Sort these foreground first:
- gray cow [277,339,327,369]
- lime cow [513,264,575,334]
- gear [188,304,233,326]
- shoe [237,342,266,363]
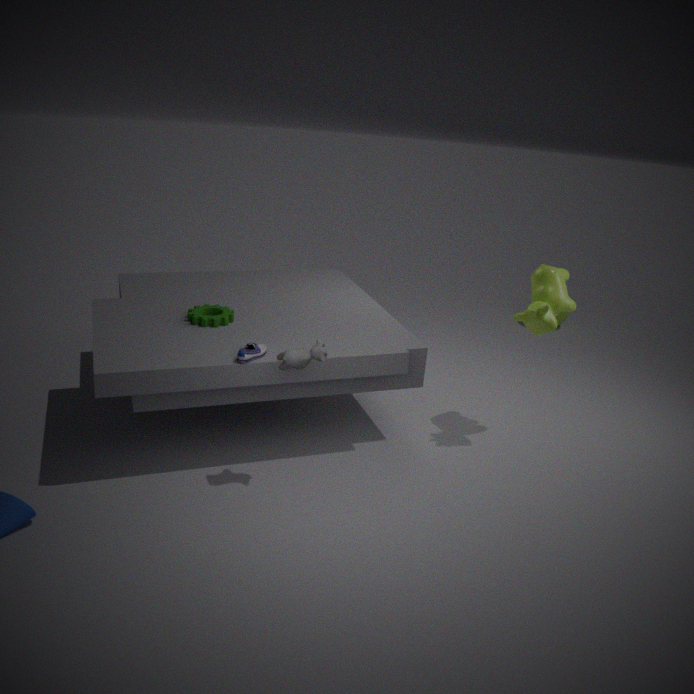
gray cow [277,339,327,369] < shoe [237,342,266,363] < lime cow [513,264,575,334] < gear [188,304,233,326]
